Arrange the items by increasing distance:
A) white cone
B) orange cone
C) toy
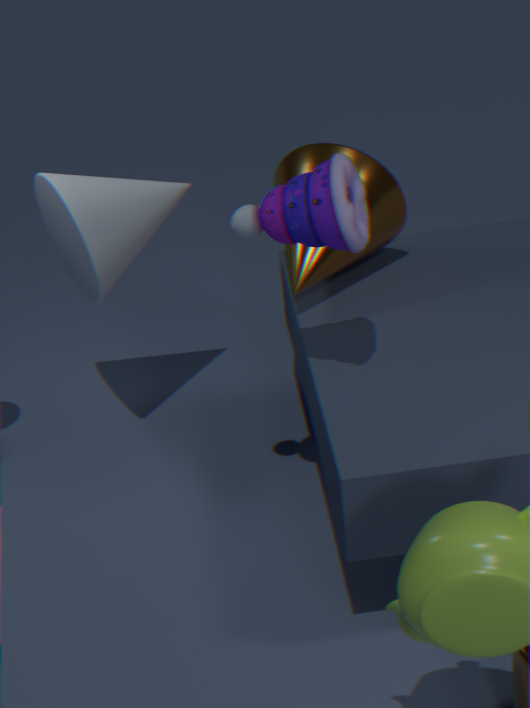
toy
white cone
orange cone
